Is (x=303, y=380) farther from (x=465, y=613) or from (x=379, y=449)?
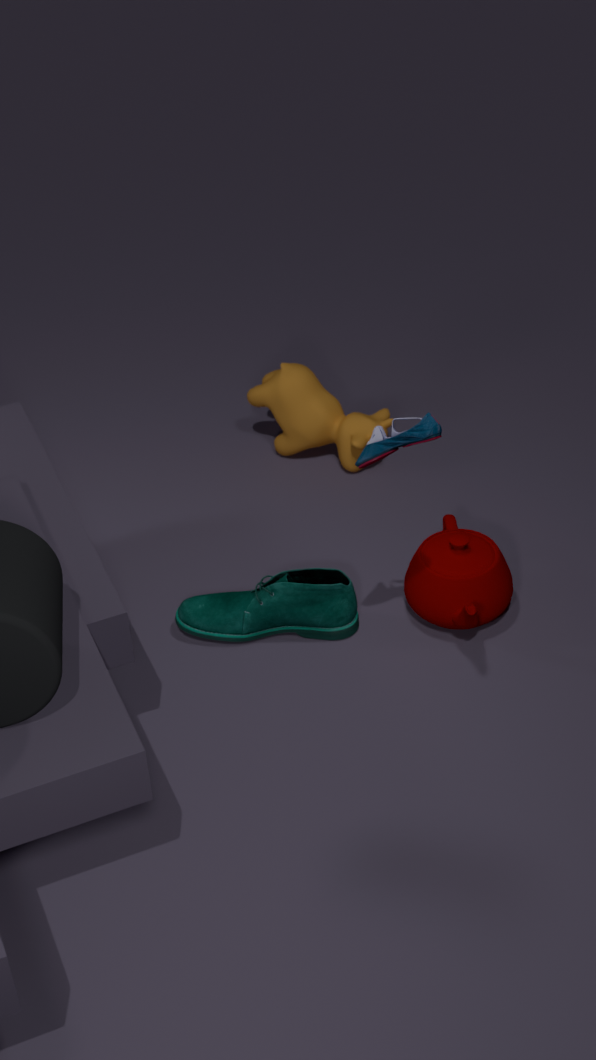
(x=379, y=449)
